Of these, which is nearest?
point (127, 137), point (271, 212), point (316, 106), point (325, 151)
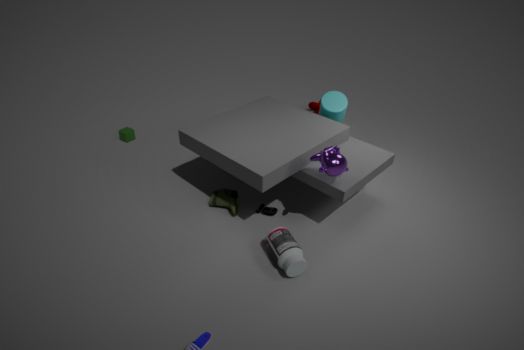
point (325, 151)
